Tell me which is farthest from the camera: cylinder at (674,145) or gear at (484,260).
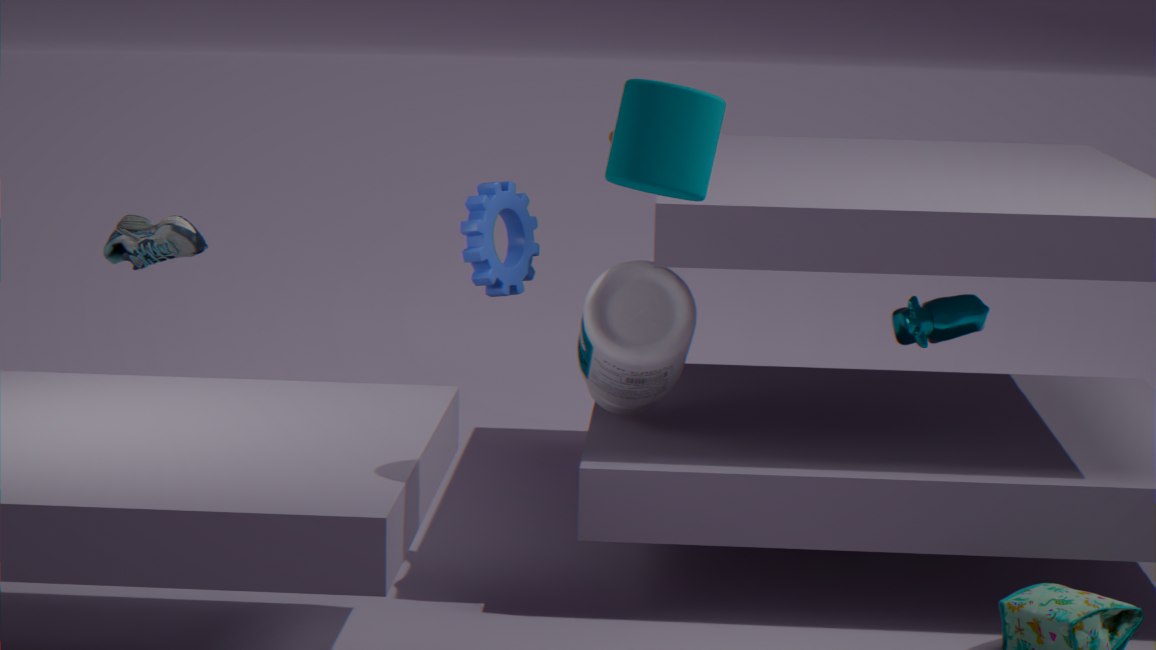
gear at (484,260)
